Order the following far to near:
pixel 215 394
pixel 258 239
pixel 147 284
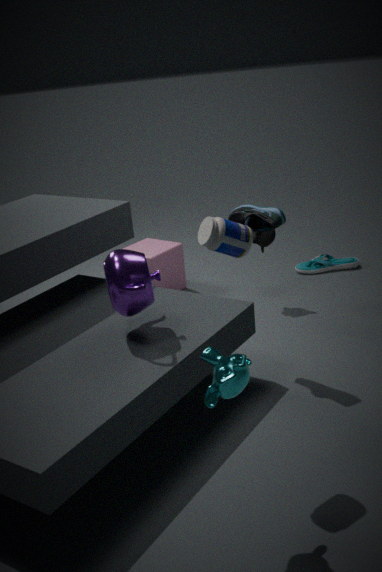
pixel 258 239 → pixel 147 284 → pixel 215 394
